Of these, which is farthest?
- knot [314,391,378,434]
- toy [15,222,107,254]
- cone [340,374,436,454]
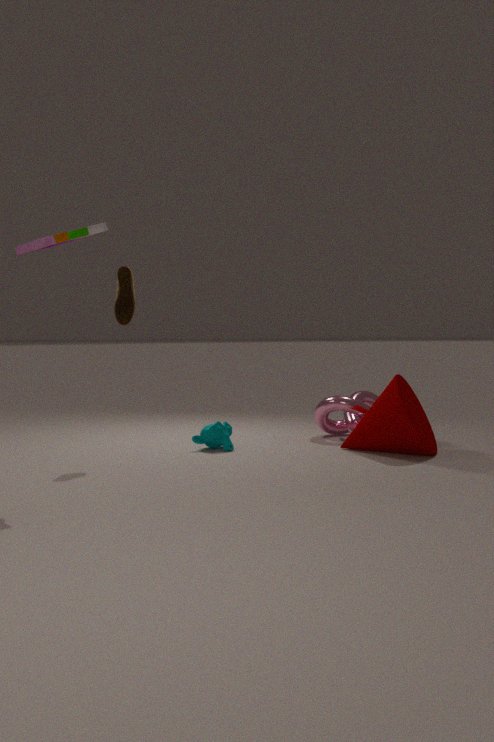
knot [314,391,378,434]
